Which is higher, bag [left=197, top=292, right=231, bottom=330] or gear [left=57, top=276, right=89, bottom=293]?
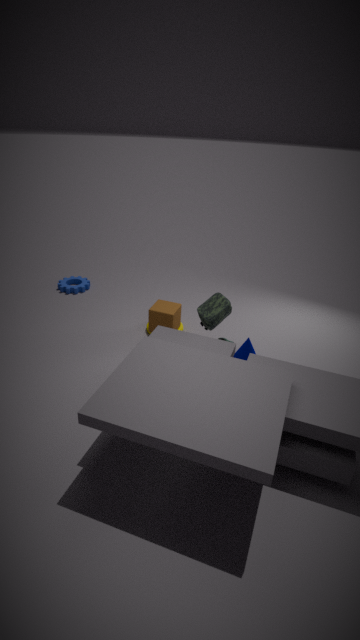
bag [left=197, top=292, right=231, bottom=330]
